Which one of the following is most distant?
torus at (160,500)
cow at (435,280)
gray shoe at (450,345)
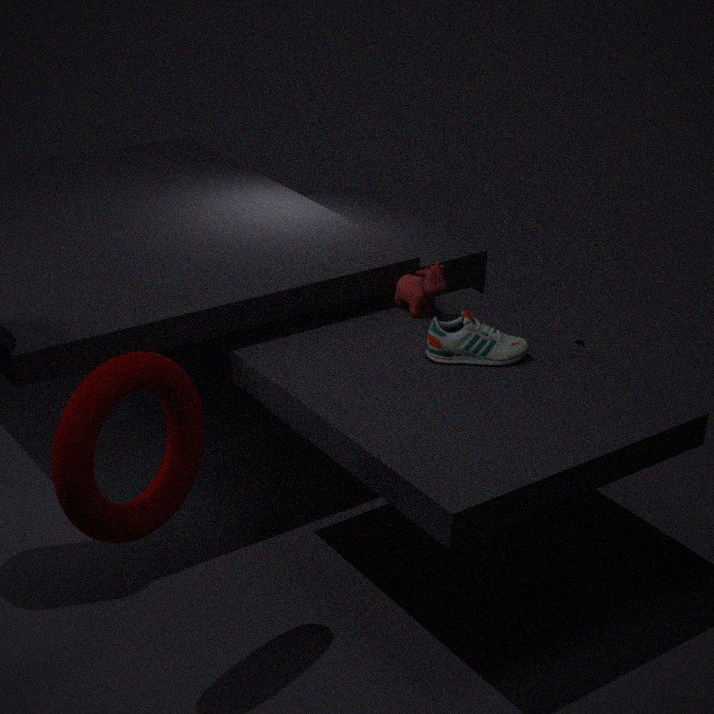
cow at (435,280)
